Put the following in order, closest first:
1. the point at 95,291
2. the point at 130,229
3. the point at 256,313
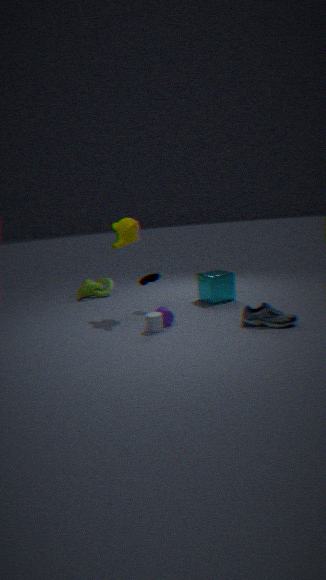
1. the point at 256,313
2. the point at 130,229
3. the point at 95,291
